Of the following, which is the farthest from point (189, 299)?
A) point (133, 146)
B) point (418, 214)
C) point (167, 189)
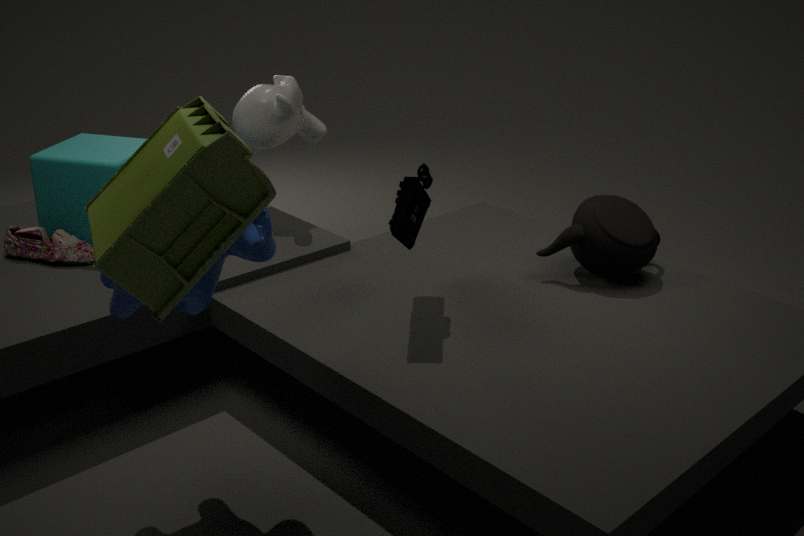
point (133, 146)
